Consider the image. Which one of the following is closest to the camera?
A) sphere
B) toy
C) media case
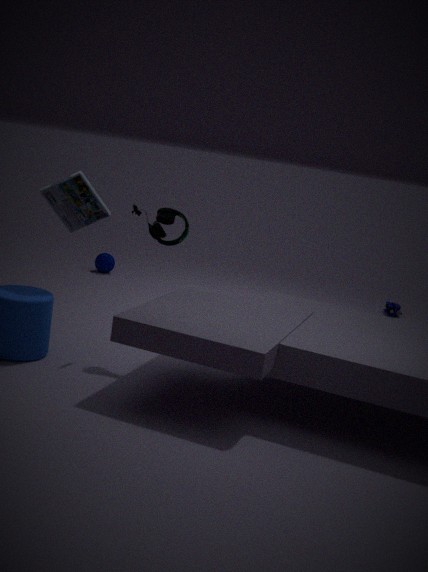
media case
